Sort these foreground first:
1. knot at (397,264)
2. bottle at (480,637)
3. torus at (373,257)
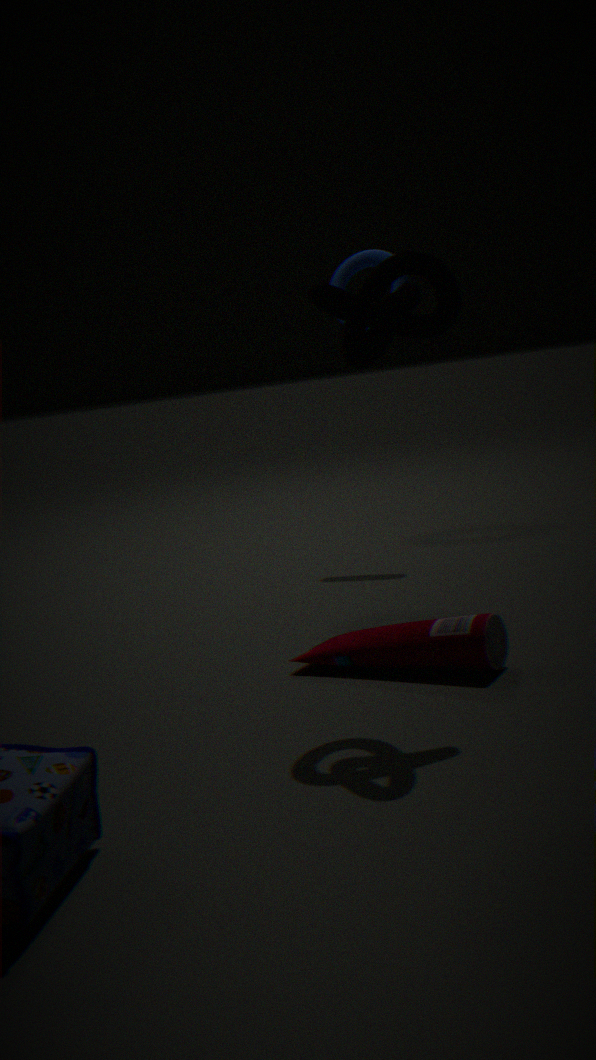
knot at (397,264) → bottle at (480,637) → torus at (373,257)
